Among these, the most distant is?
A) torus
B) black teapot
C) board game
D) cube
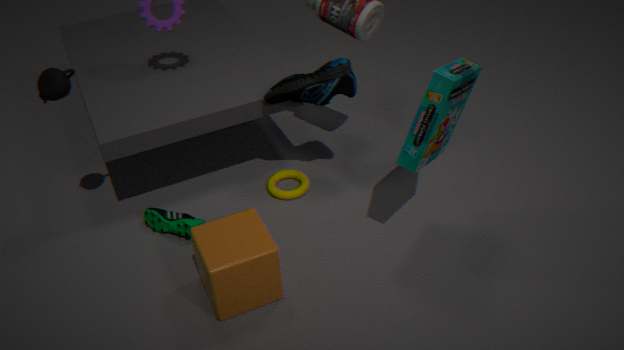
torus
